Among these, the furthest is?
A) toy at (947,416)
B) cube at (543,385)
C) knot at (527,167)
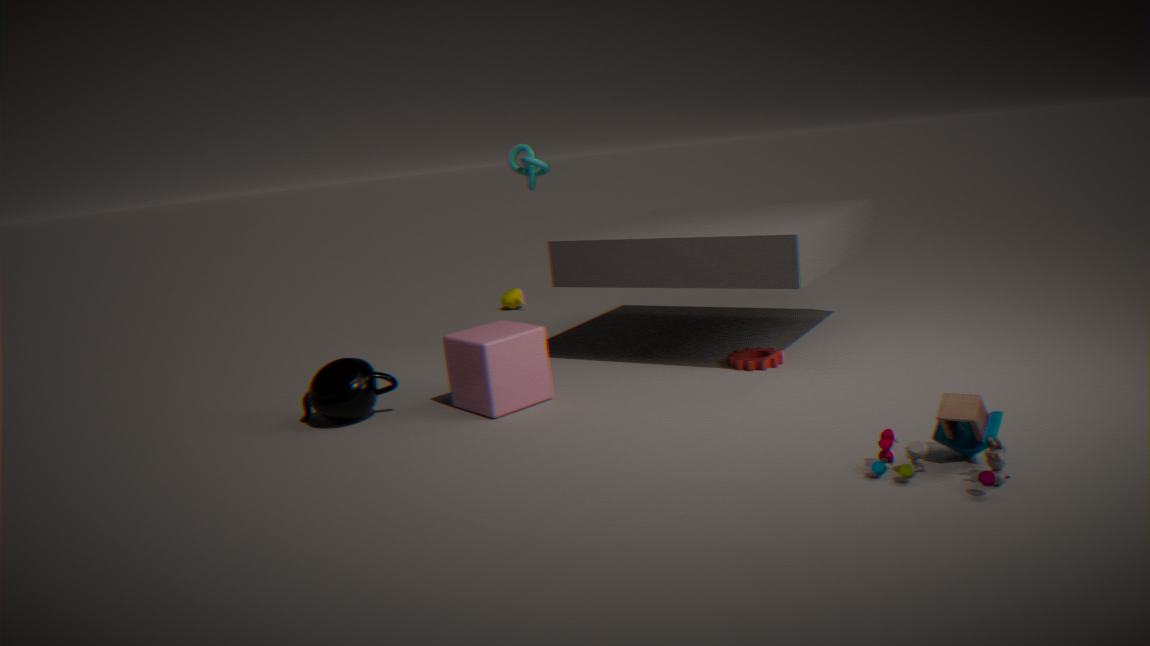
knot at (527,167)
